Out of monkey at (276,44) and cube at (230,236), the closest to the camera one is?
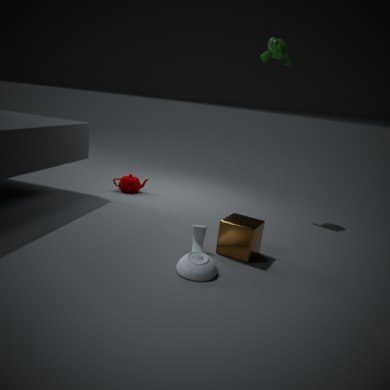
cube at (230,236)
